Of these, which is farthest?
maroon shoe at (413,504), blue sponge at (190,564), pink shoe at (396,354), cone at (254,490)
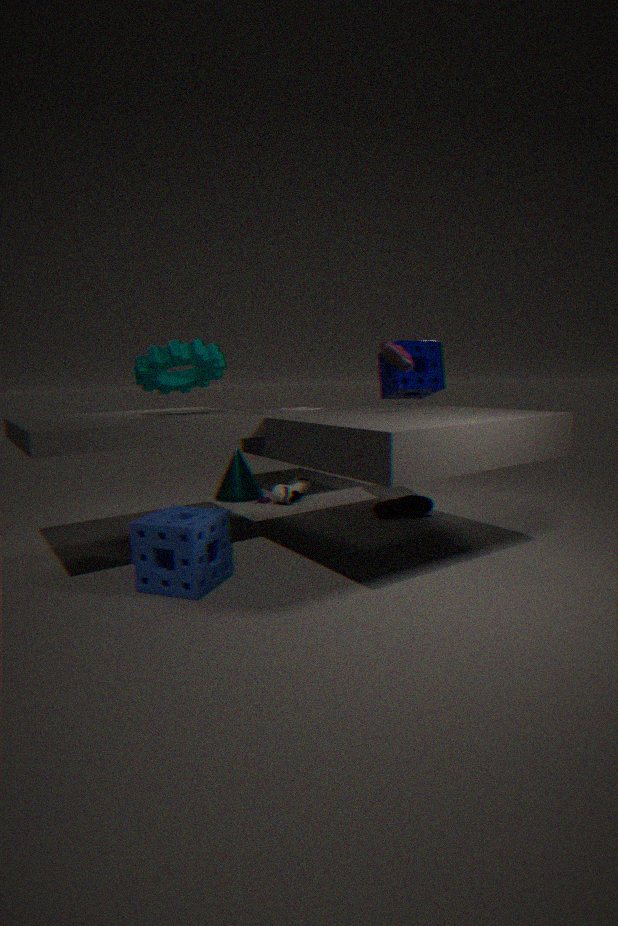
cone at (254,490)
